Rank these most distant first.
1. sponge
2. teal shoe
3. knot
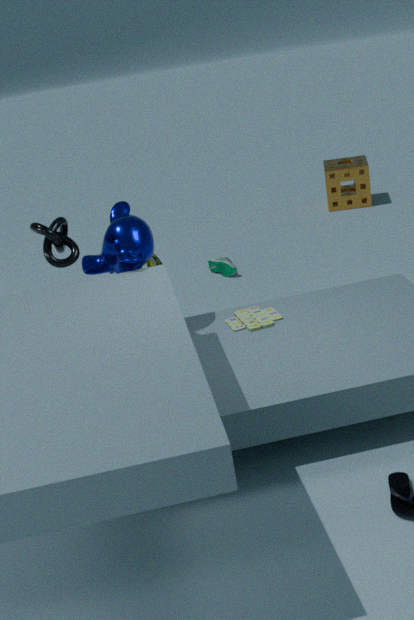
1. sponge
2. teal shoe
3. knot
